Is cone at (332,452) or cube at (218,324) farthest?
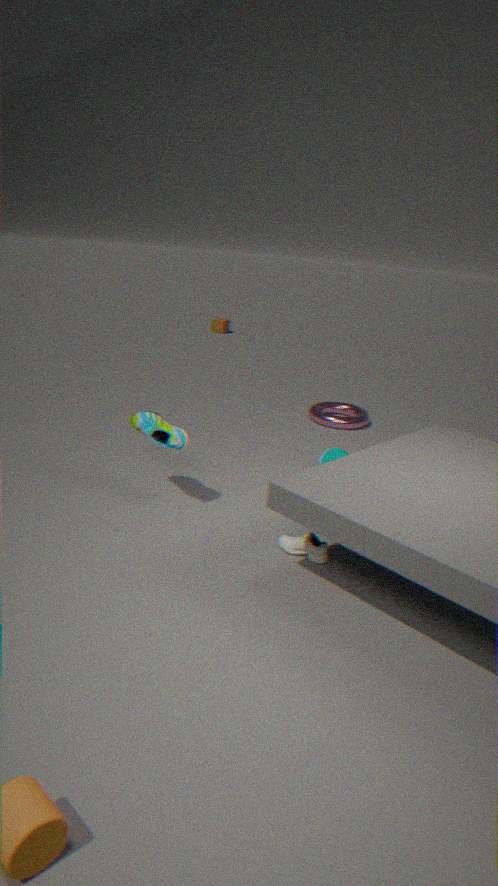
cube at (218,324)
